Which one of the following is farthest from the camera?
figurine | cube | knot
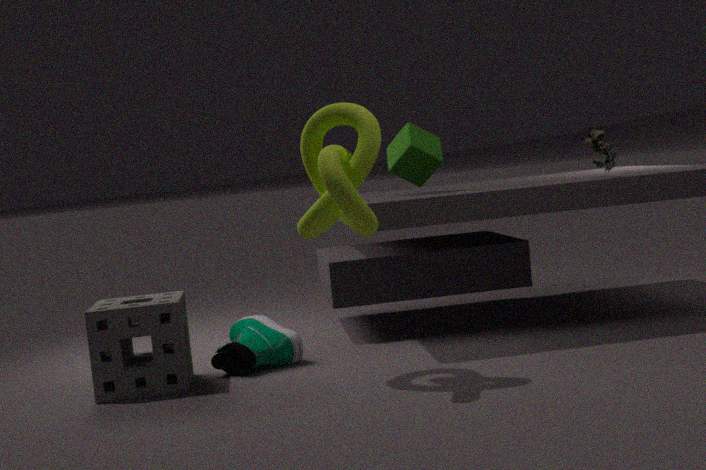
cube
